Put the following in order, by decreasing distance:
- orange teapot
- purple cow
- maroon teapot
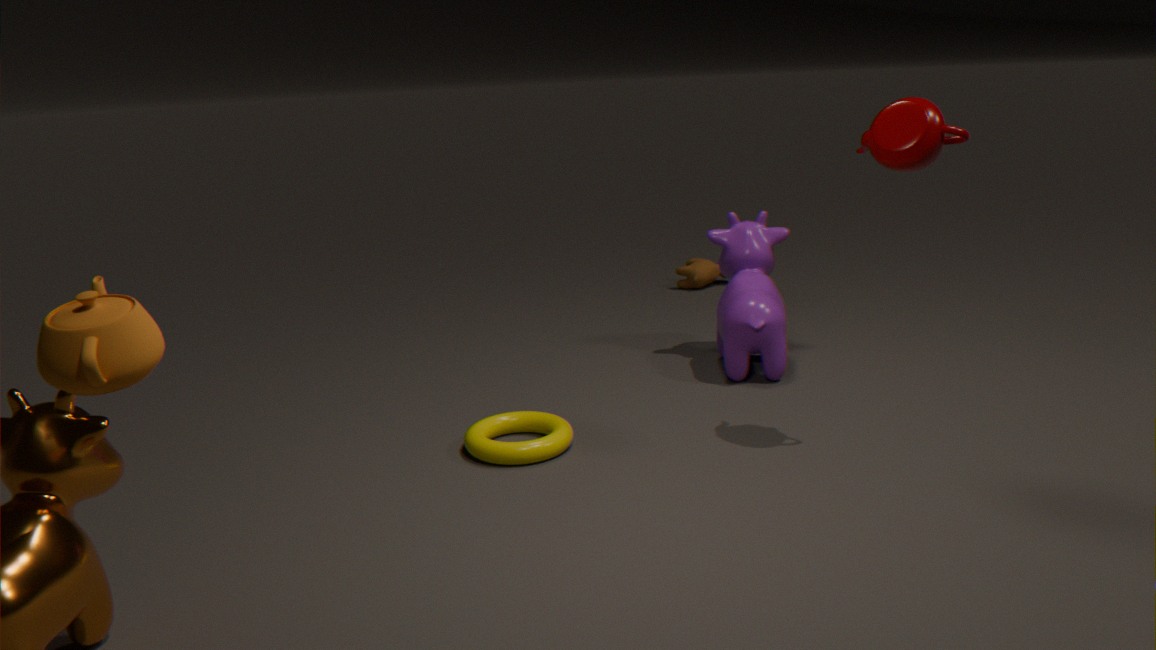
1. purple cow
2. maroon teapot
3. orange teapot
